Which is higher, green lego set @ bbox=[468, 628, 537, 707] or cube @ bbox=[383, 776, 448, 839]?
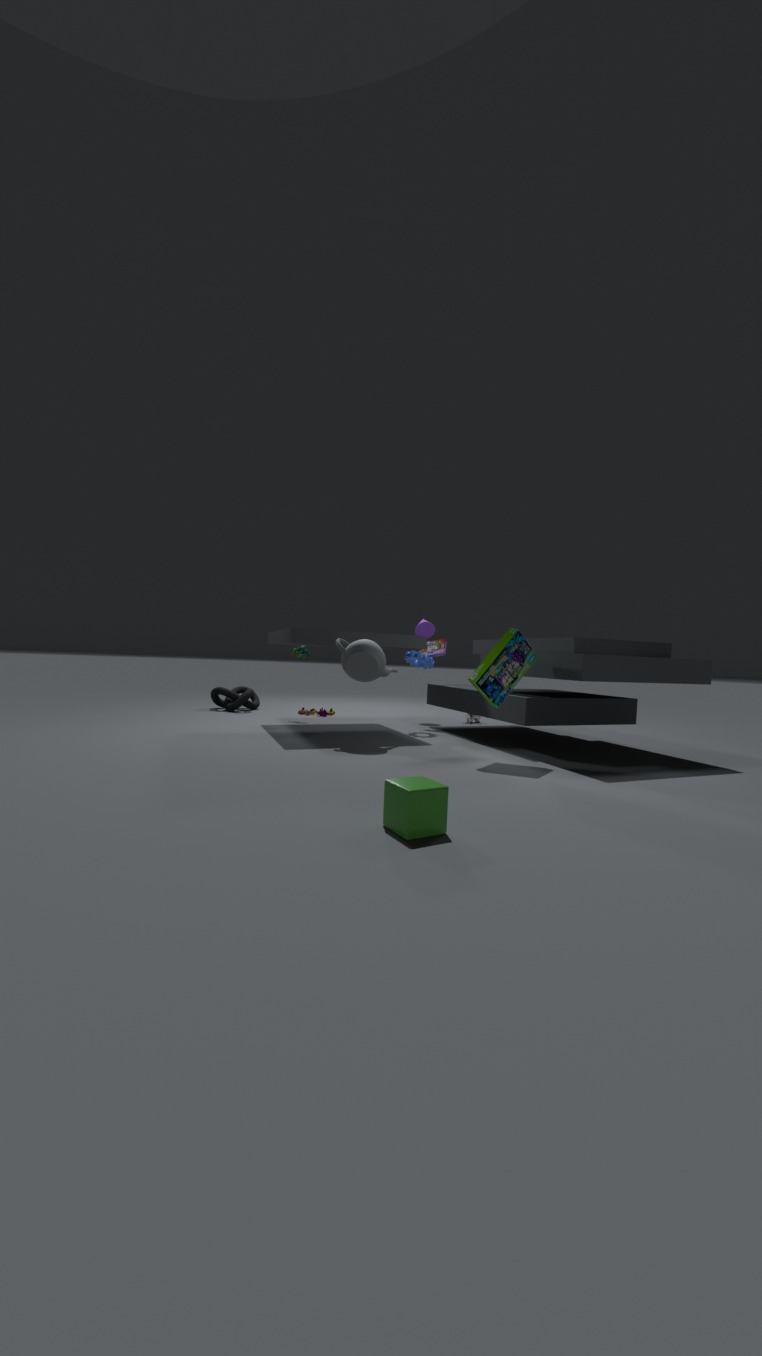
green lego set @ bbox=[468, 628, 537, 707]
